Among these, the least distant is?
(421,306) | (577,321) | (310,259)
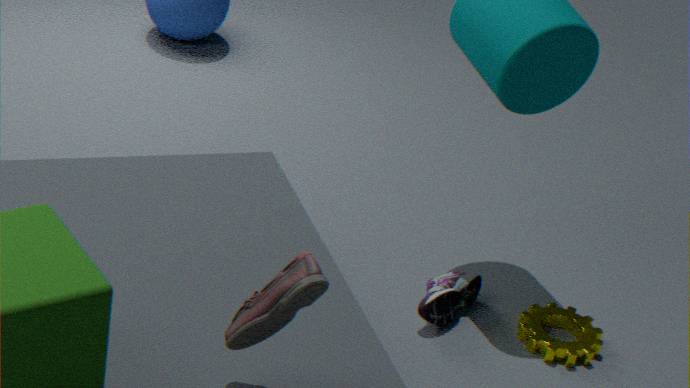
(310,259)
